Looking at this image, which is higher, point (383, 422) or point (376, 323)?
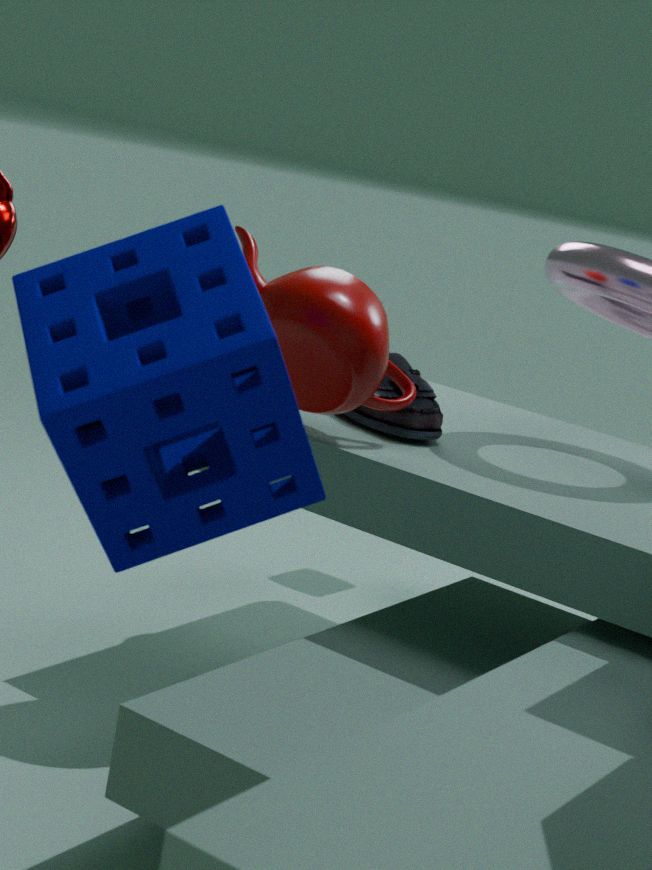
point (376, 323)
